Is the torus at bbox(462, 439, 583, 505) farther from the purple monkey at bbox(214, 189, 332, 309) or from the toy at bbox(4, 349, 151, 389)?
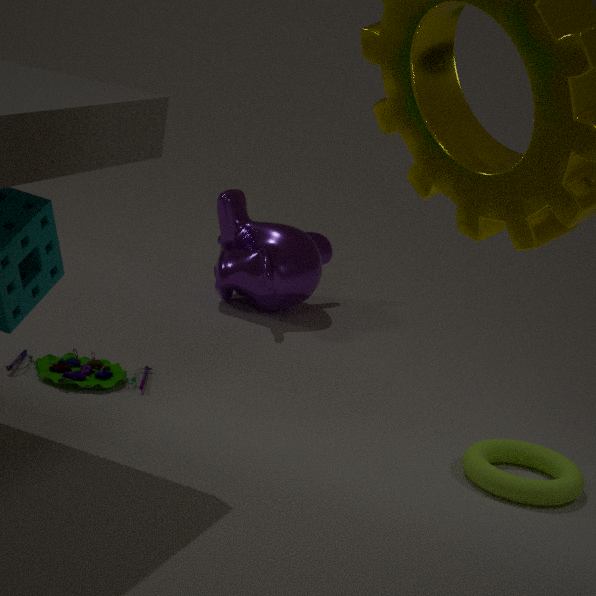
the purple monkey at bbox(214, 189, 332, 309)
